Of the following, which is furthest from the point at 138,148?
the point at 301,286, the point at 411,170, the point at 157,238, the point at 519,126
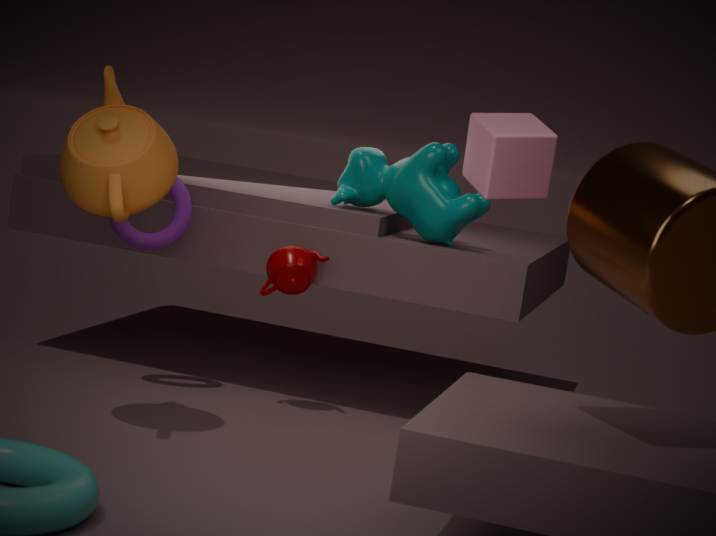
the point at 411,170
